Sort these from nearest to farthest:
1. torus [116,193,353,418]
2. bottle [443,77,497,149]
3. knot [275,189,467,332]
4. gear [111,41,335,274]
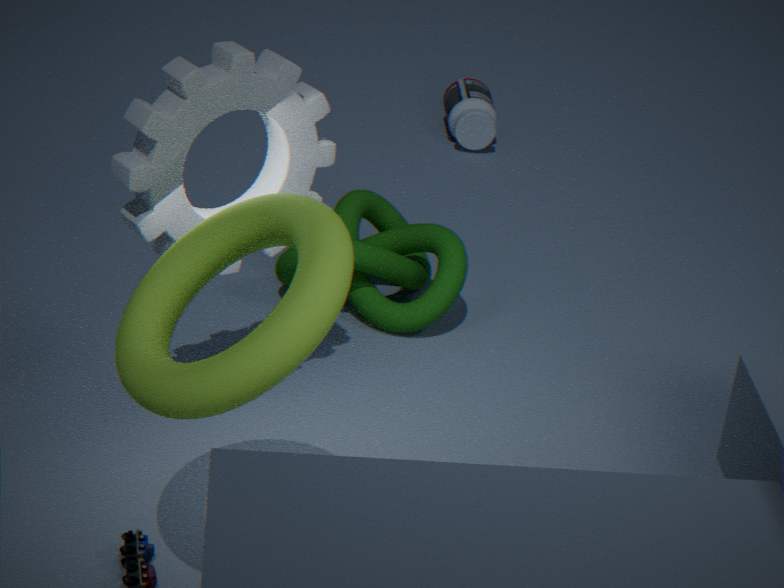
torus [116,193,353,418], gear [111,41,335,274], knot [275,189,467,332], bottle [443,77,497,149]
